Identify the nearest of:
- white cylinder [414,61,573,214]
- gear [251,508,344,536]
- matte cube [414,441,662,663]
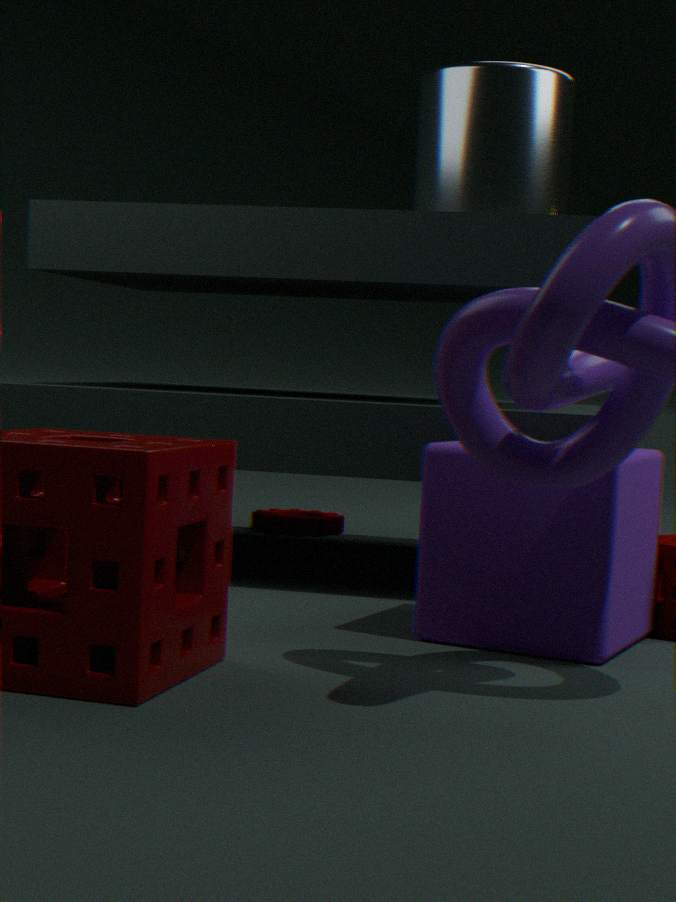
matte cube [414,441,662,663]
